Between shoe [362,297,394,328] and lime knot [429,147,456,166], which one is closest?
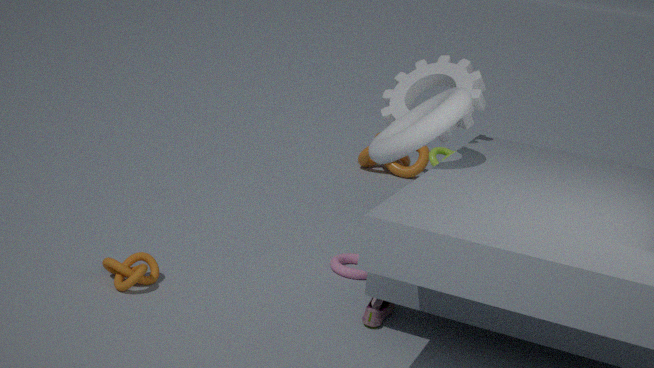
shoe [362,297,394,328]
